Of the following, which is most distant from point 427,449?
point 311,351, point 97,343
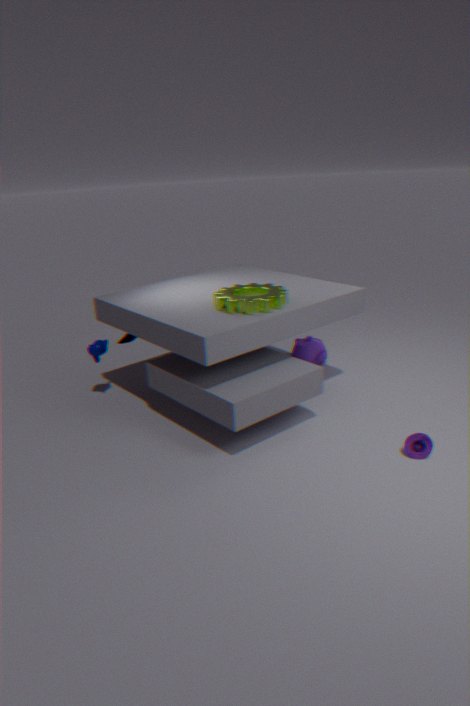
point 97,343
